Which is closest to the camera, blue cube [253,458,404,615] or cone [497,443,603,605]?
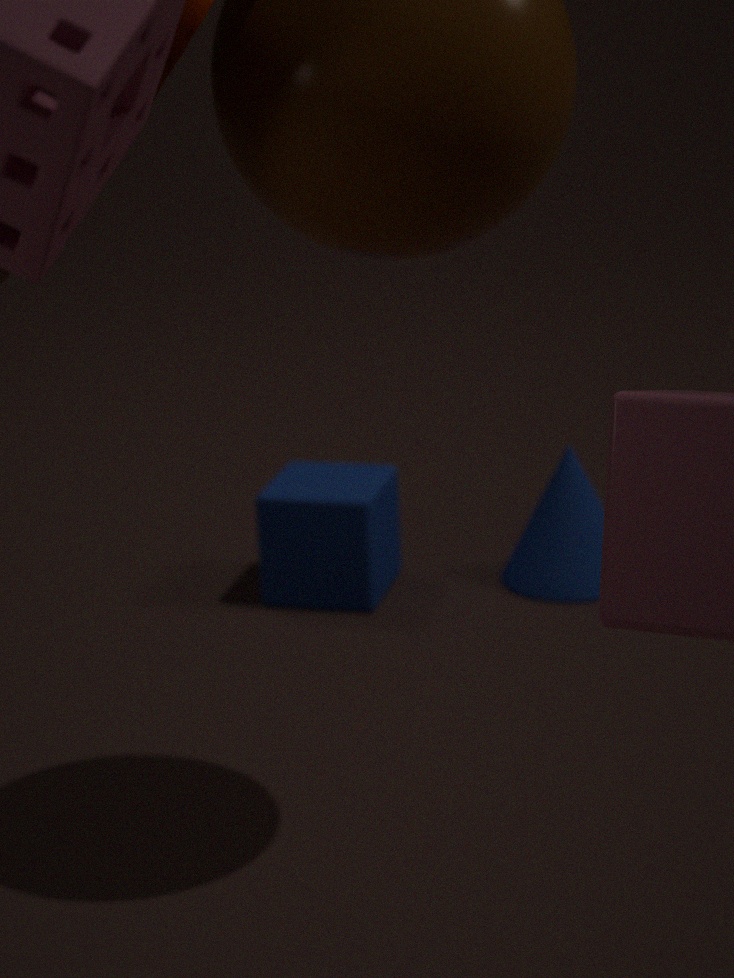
blue cube [253,458,404,615]
